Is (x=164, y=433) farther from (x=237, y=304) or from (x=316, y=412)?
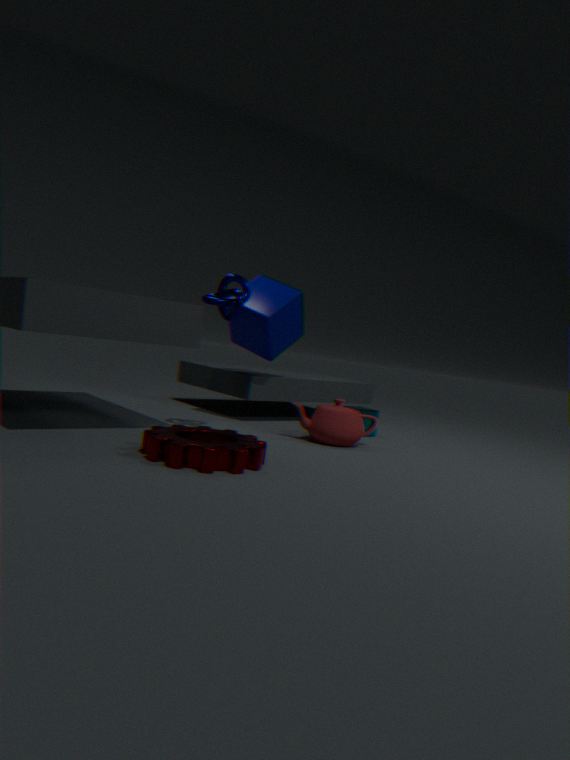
(x=316, y=412)
